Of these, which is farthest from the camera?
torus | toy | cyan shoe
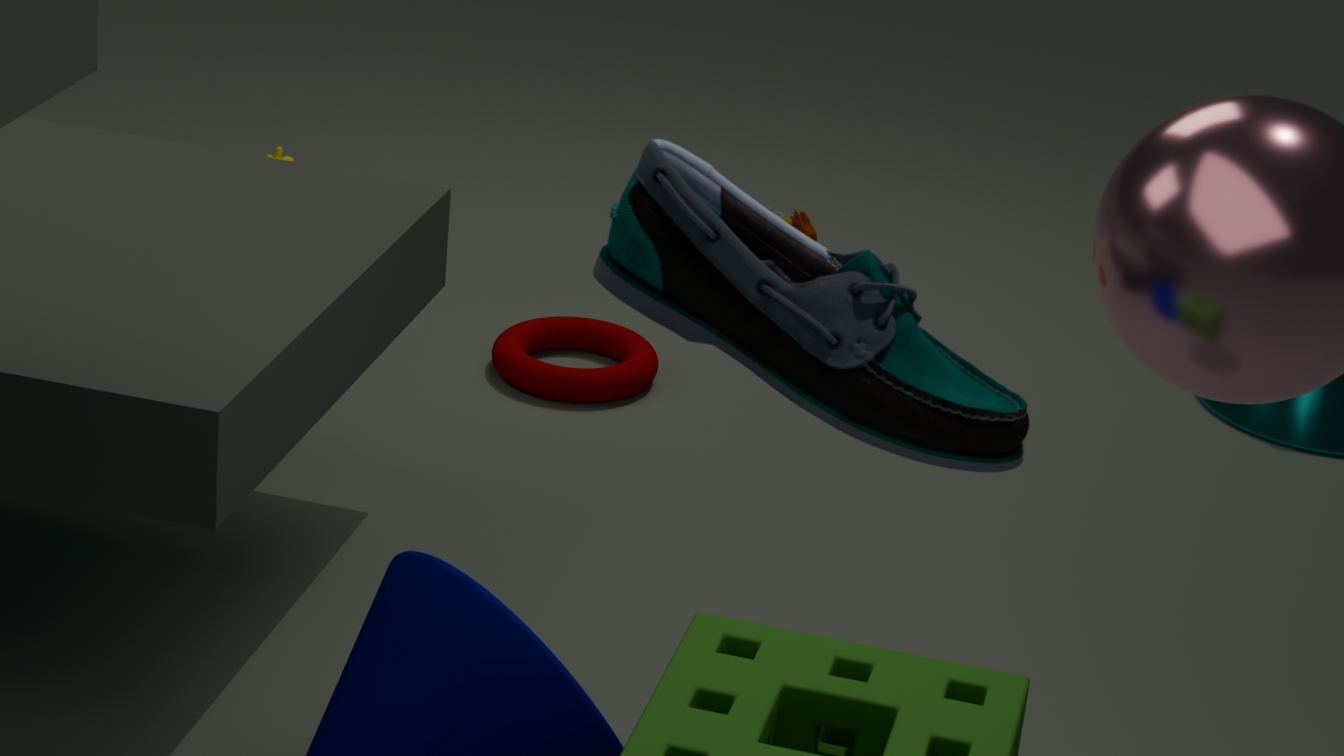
toy
